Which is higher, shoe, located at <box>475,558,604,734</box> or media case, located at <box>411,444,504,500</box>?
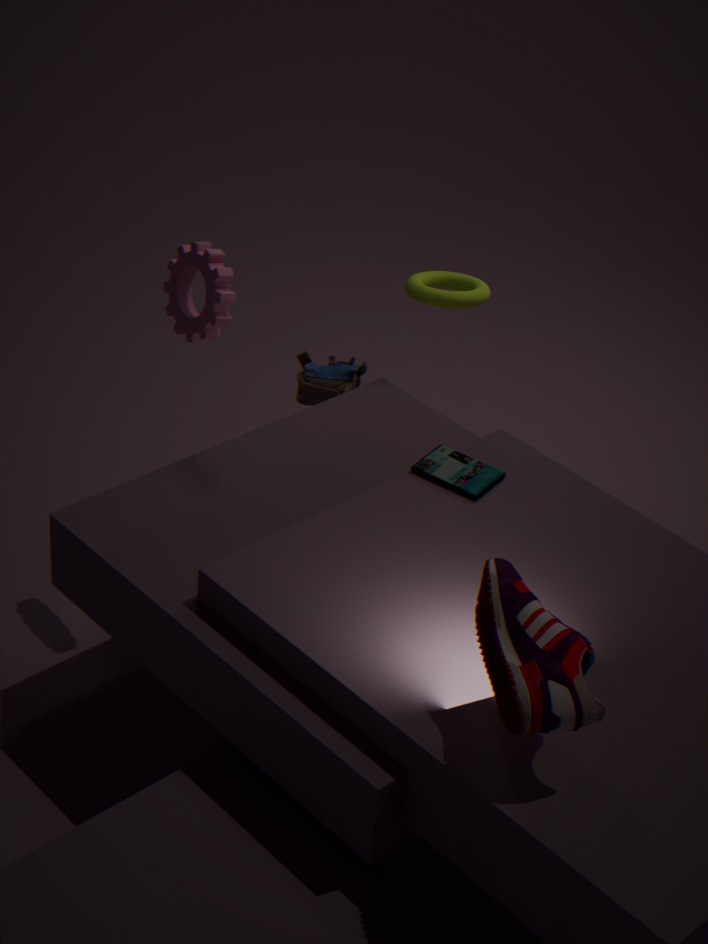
shoe, located at <box>475,558,604,734</box>
